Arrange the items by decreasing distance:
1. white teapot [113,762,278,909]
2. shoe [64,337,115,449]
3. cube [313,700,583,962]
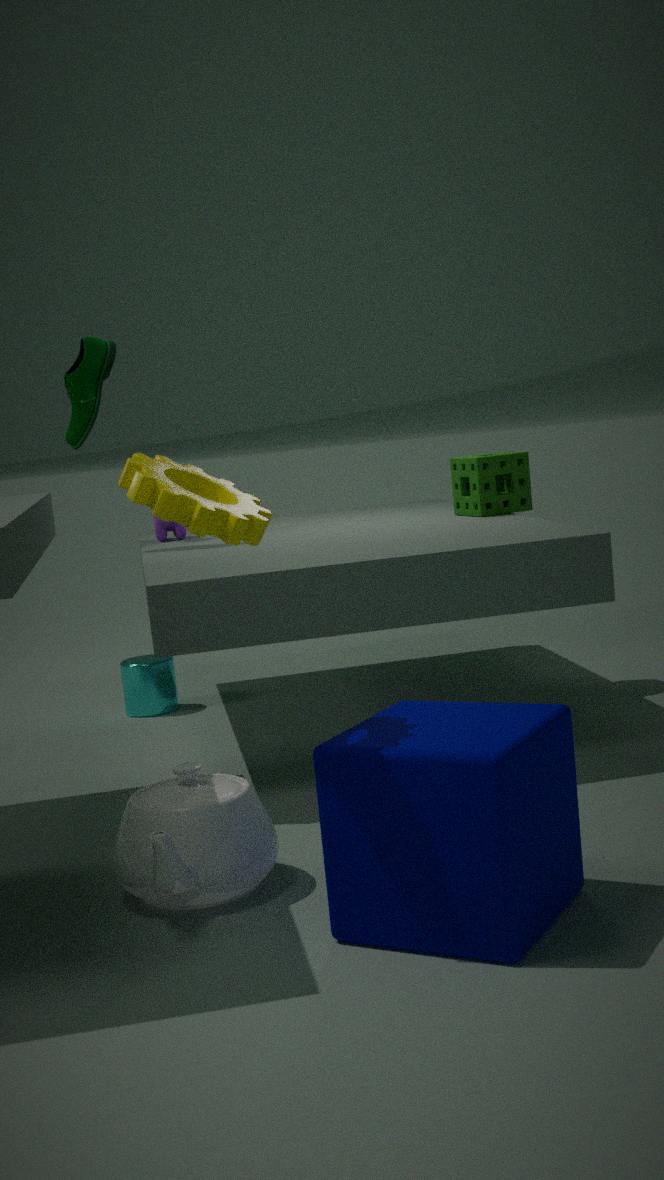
shoe [64,337,115,449], white teapot [113,762,278,909], cube [313,700,583,962]
